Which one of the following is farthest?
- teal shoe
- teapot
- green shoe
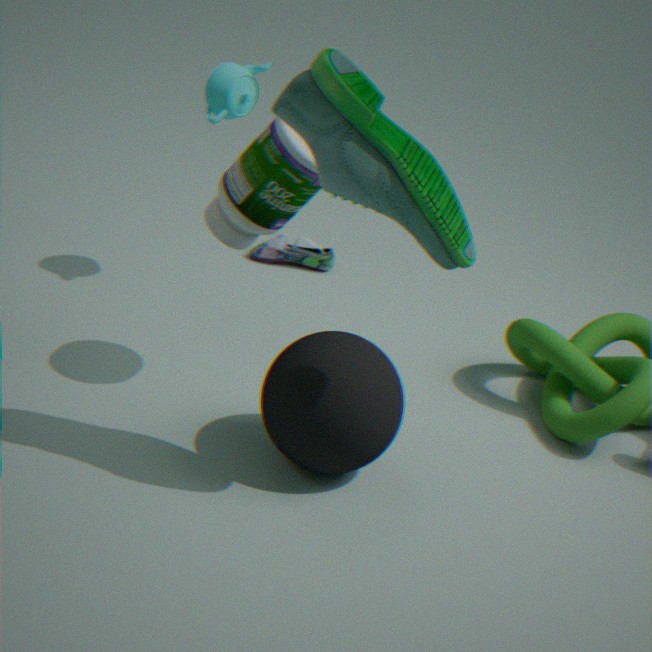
teal shoe
